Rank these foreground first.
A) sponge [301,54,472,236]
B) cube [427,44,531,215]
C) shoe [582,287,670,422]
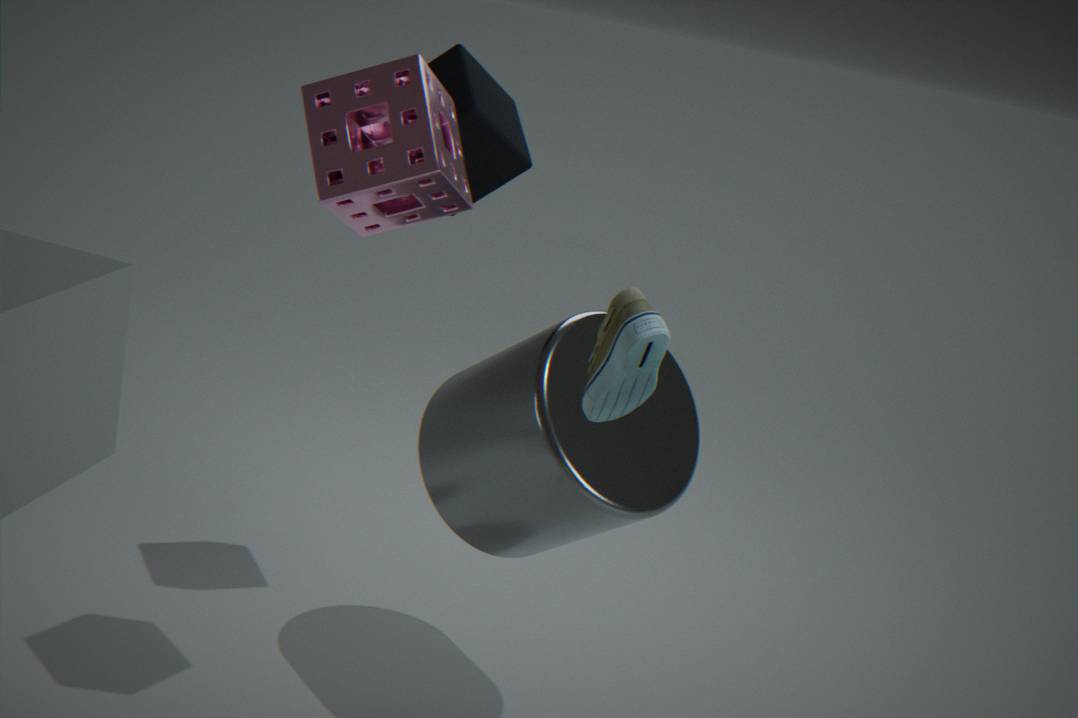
1. shoe [582,287,670,422]
2. sponge [301,54,472,236]
3. cube [427,44,531,215]
